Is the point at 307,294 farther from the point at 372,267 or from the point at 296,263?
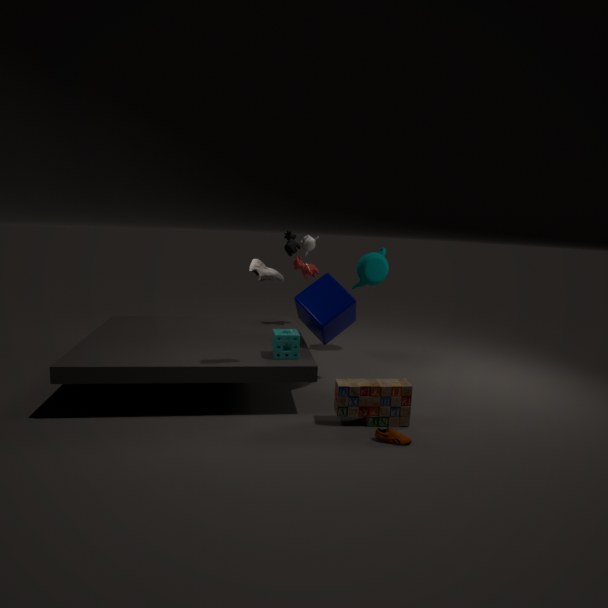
the point at 372,267
